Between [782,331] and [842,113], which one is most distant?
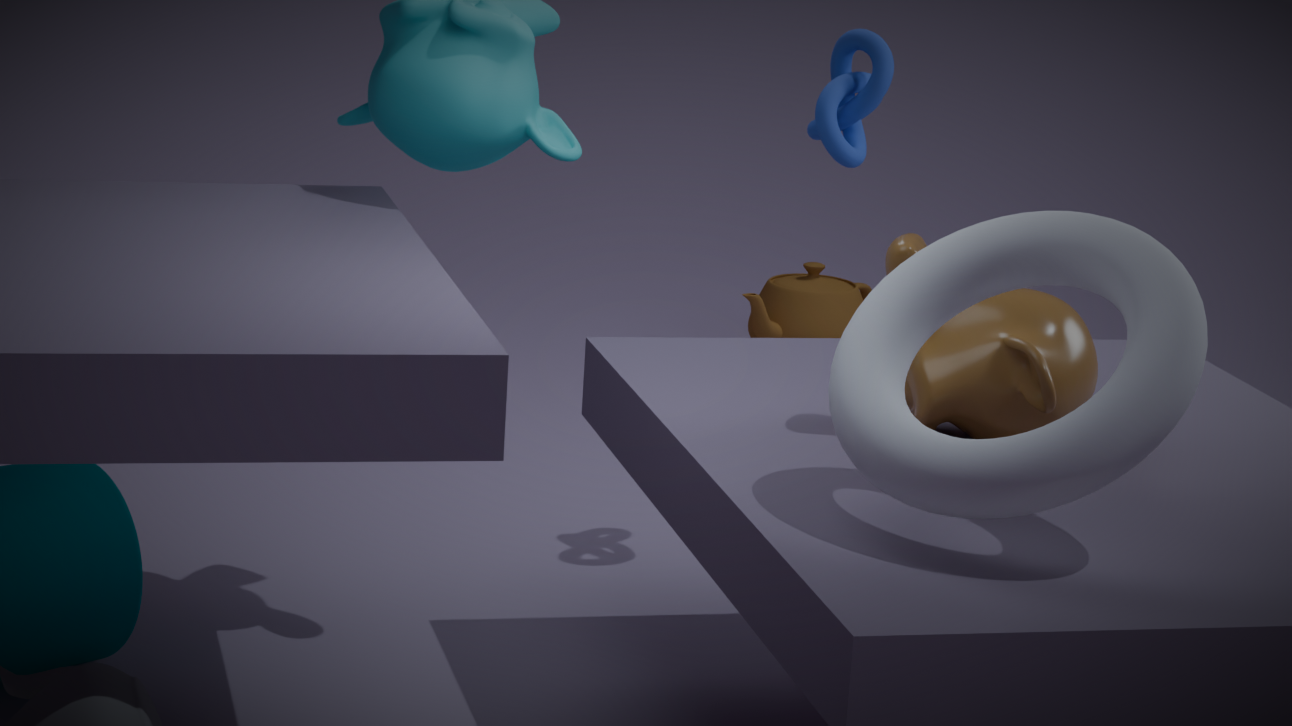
[782,331]
